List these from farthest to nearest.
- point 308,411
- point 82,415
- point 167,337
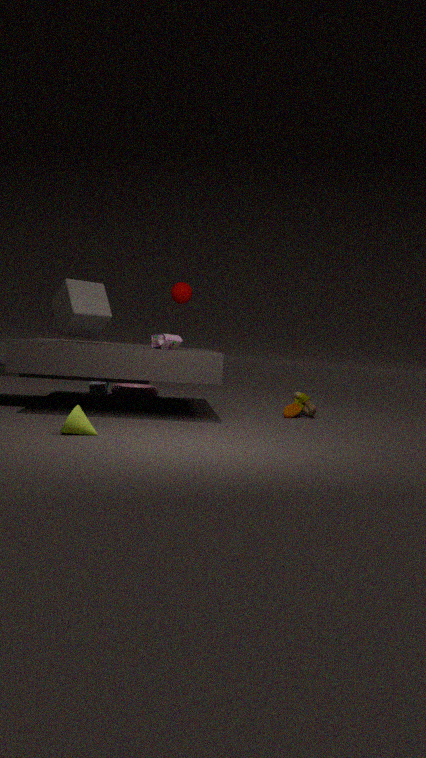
1. point 308,411
2. point 167,337
3. point 82,415
